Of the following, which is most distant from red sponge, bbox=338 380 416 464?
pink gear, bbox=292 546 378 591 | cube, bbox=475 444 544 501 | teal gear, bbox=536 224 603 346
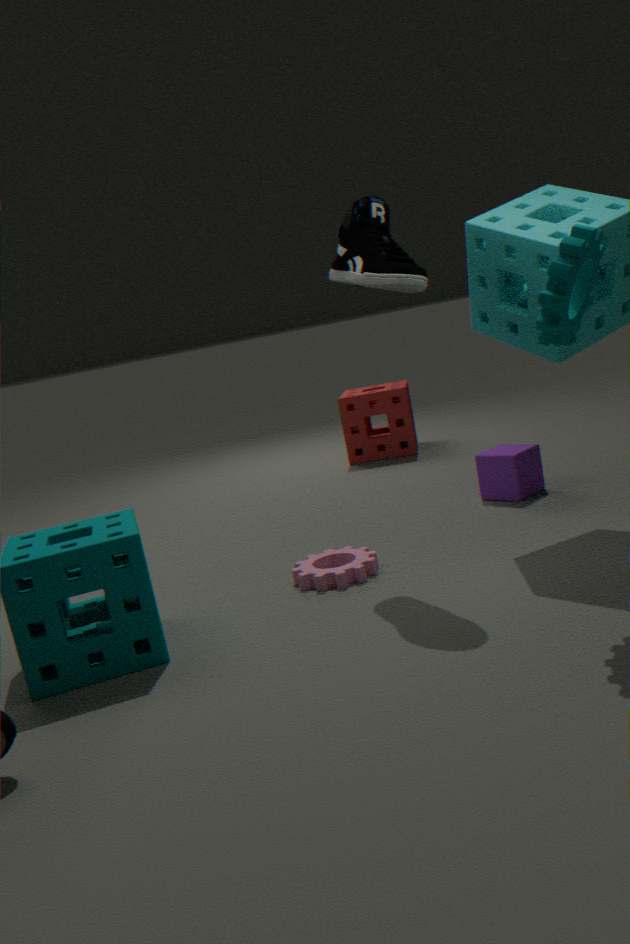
teal gear, bbox=536 224 603 346
